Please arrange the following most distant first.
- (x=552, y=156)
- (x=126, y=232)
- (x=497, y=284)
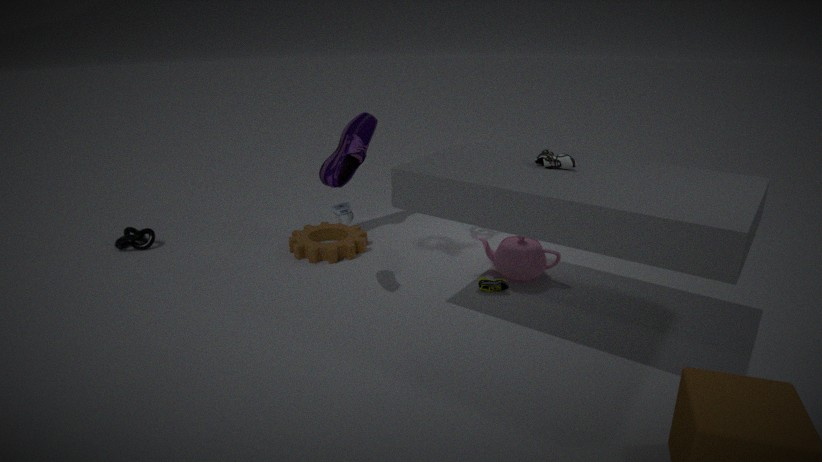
1. (x=126, y=232)
2. (x=497, y=284)
3. (x=552, y=156)
